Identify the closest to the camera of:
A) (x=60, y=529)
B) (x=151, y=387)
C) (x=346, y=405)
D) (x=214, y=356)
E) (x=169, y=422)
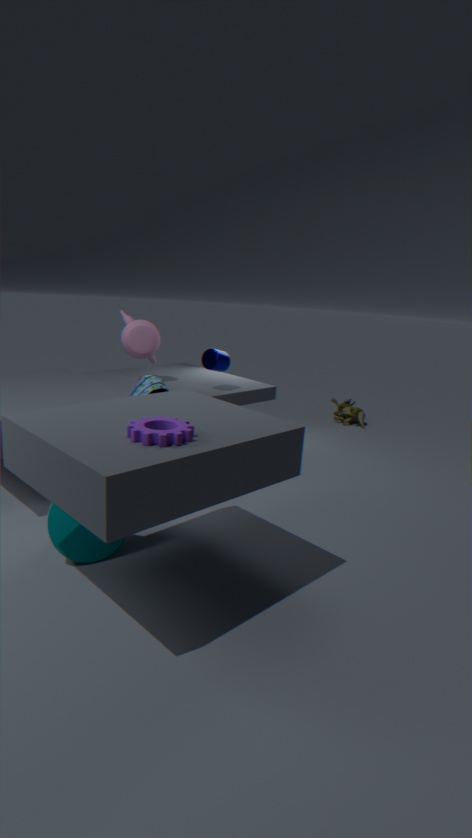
(x=169, y=422)
